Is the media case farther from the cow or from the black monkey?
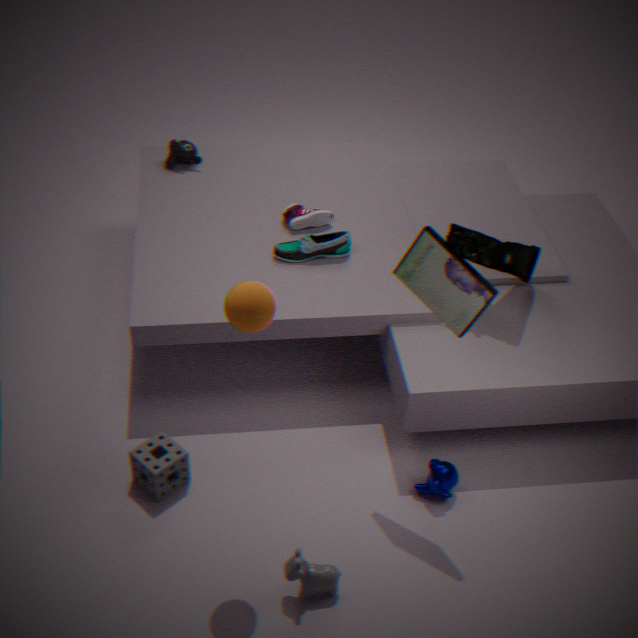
the black monkey
